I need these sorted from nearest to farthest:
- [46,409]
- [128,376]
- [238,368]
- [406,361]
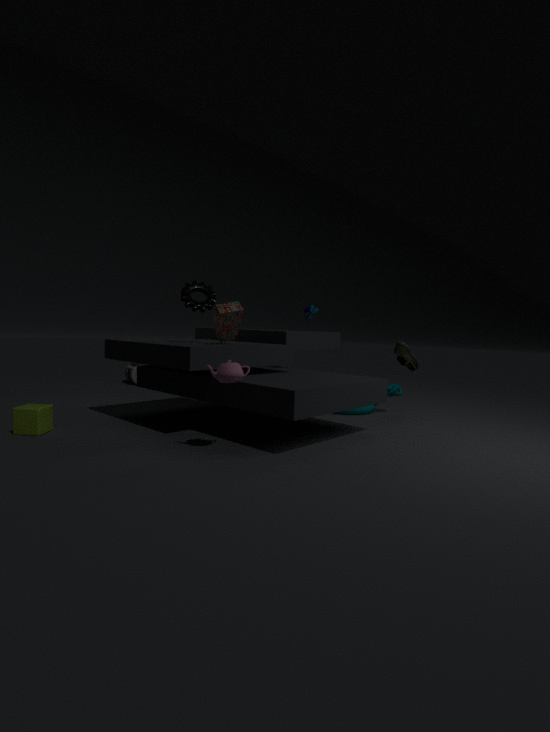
[238,368] → [46,409] → [406,361] → [128,376]
